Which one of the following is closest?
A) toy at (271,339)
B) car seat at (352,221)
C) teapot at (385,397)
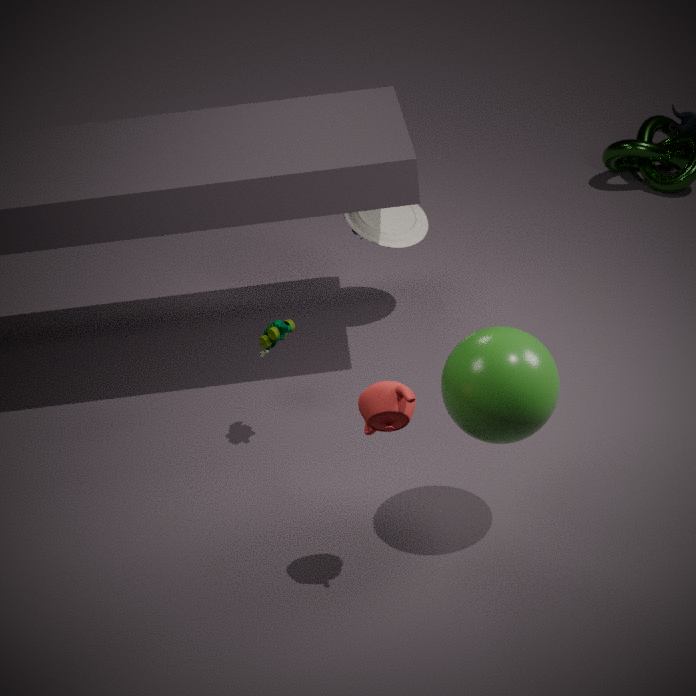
teapot at (385,397)
